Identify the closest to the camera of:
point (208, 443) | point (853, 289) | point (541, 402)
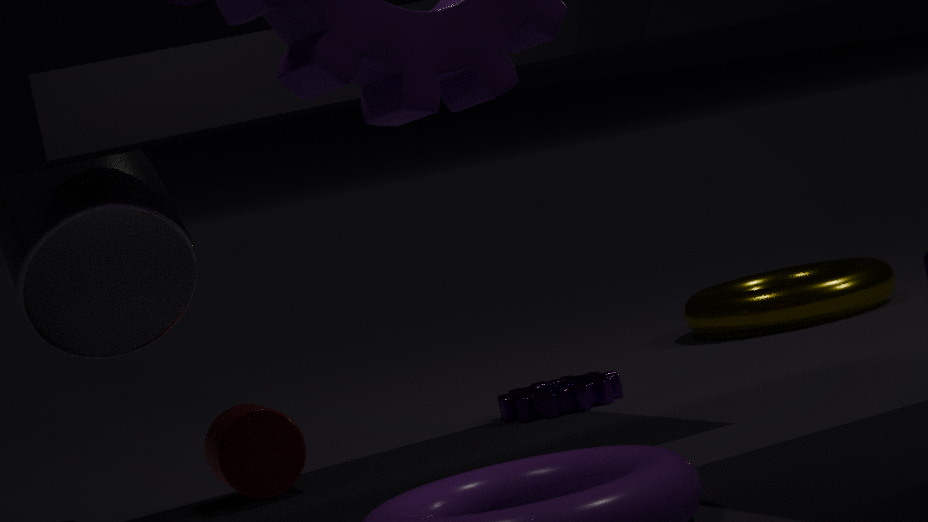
point (208, 443)
